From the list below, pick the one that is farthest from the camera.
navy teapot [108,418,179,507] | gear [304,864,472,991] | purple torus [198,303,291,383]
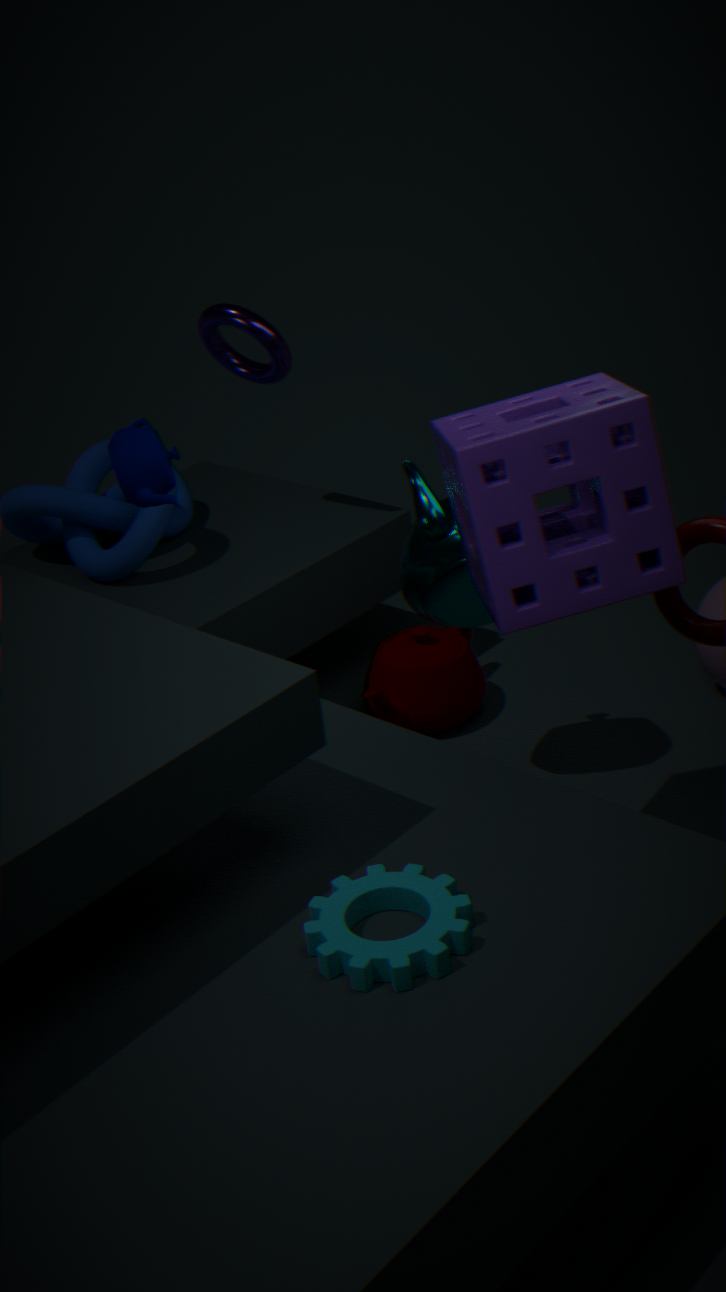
purple torus [198,303,291,383]
